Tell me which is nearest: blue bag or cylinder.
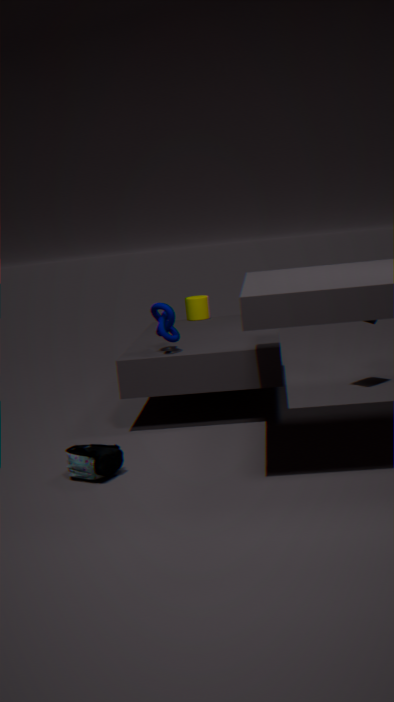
blue bag
